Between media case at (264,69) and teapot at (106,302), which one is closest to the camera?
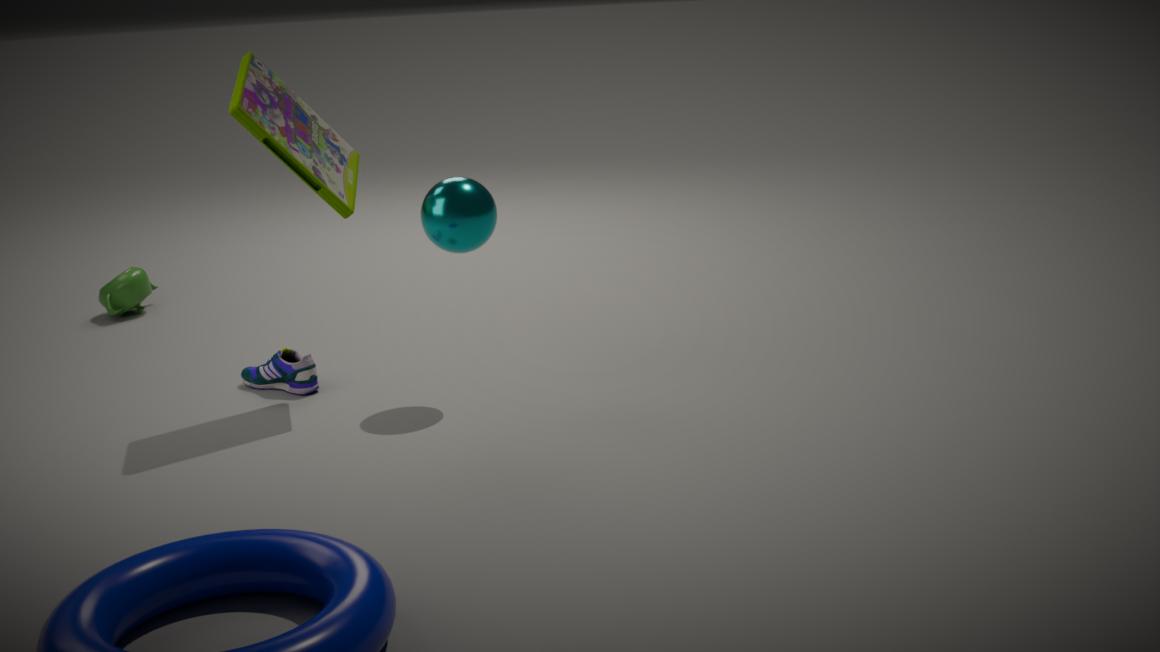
media case at (264,69)
